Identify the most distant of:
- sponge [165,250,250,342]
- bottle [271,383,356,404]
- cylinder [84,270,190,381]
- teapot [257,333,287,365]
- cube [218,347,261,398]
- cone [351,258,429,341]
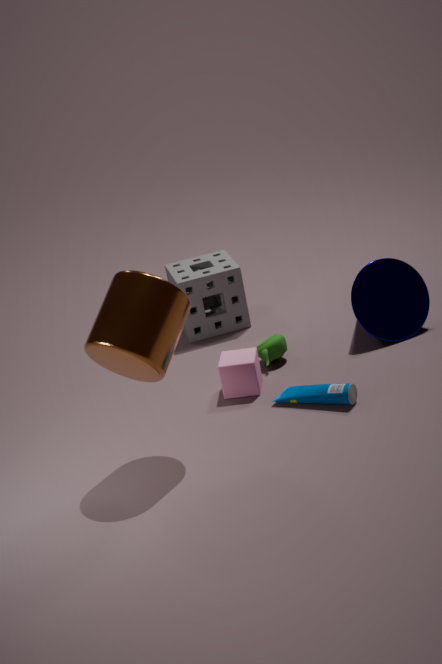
sponge [165,250,250,342]
